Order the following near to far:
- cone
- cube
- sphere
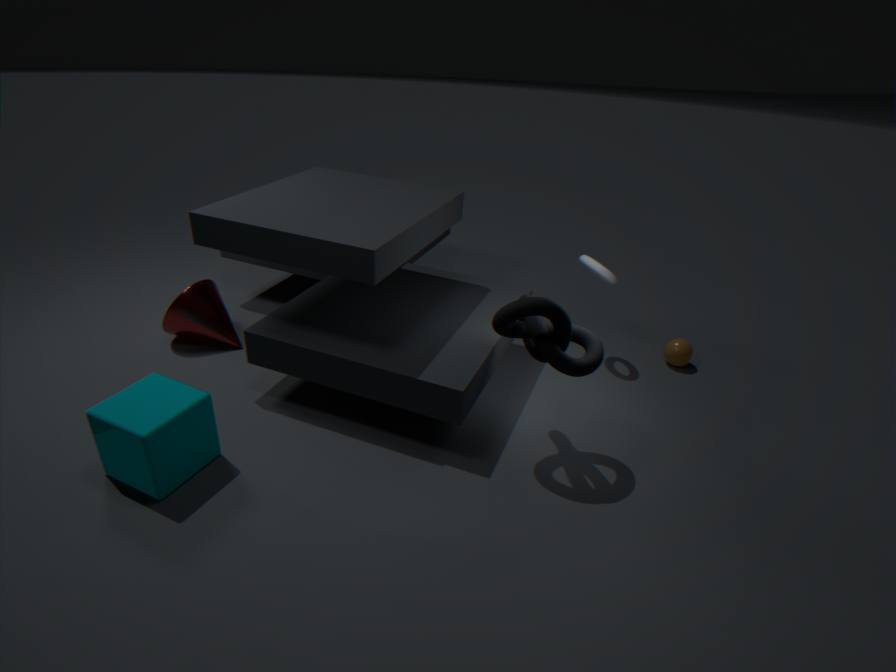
cube → cone → sphere
